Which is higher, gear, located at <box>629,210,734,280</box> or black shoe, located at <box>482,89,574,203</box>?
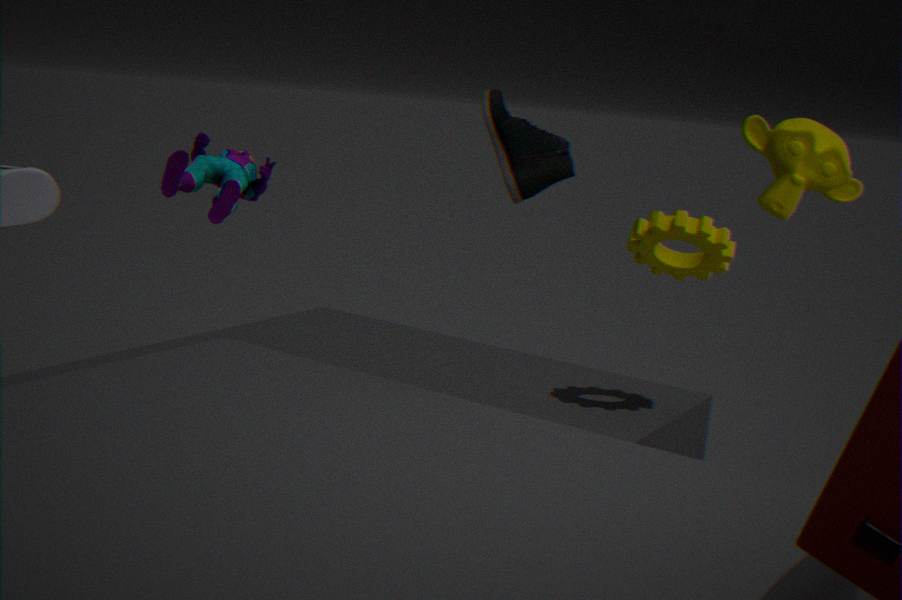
black shoe, located at <box>482,89,574,203</box>
